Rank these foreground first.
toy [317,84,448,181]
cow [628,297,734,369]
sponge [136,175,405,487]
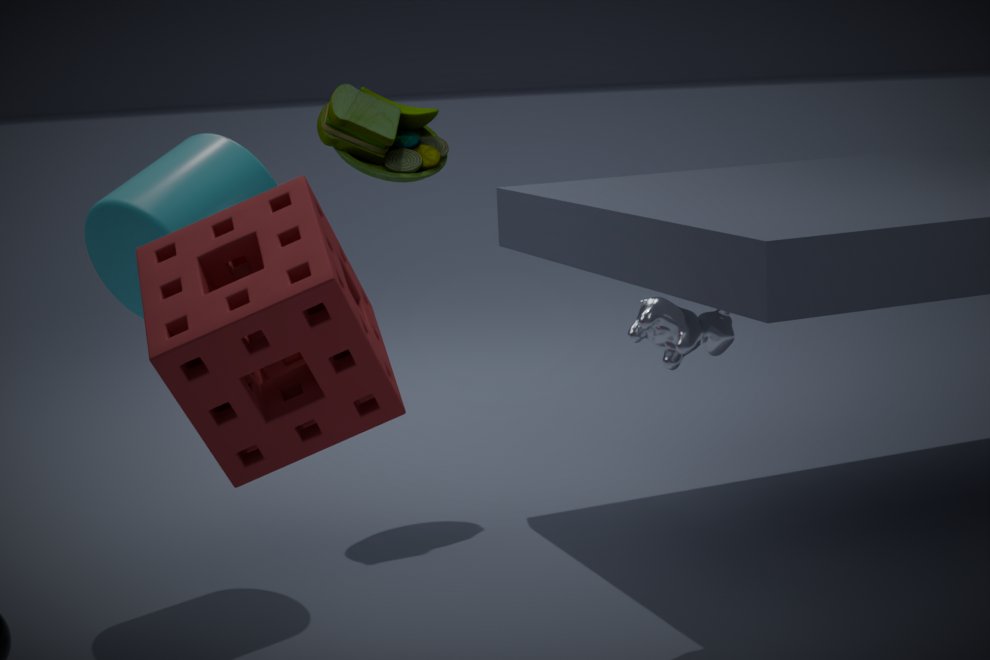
sponge [136,175,405,487] → cow [628,297,734,369] → toy [317,84,448,181]
